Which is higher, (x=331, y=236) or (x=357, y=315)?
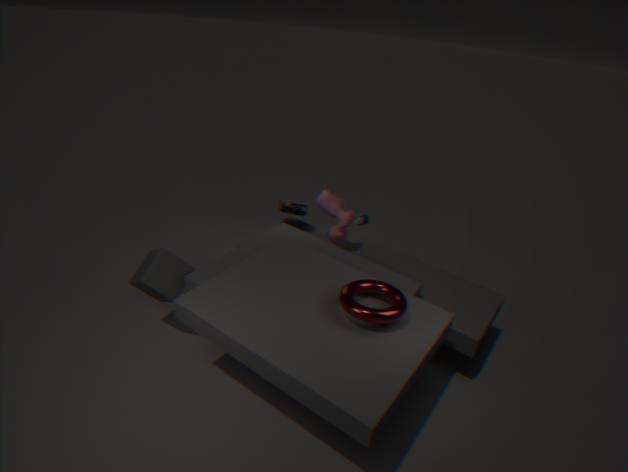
(x=357, y=315)
